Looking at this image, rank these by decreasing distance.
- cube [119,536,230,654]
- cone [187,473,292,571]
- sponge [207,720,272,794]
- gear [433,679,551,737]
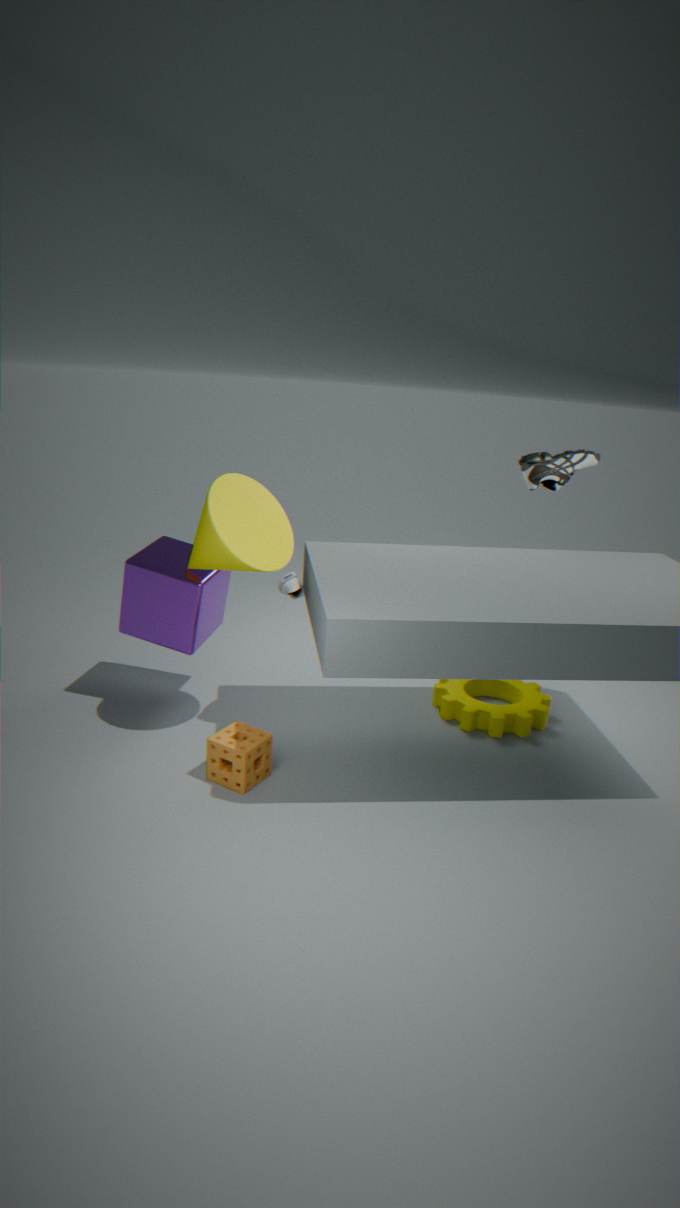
gear [433,679,551,737]
cube [119,536,230,654]
cone [187,473,292,571]
sponge [207,720,272,794]
